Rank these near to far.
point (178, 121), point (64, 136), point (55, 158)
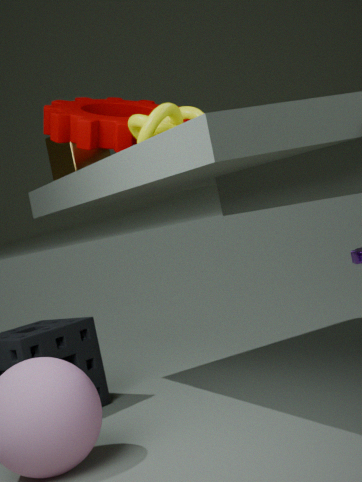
point (178, 121) → point (64, 136) → point (55, 158)
